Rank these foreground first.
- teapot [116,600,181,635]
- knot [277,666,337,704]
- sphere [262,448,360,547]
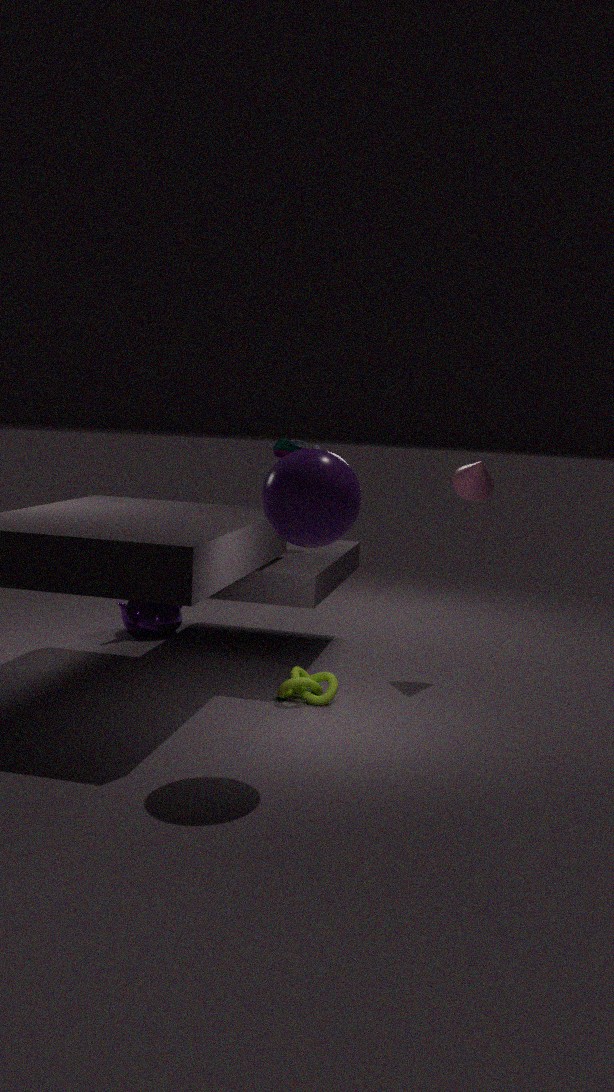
sphere [262,448,360,547]
knot [277,666,337,704]
teapot [116,600,181,635]
